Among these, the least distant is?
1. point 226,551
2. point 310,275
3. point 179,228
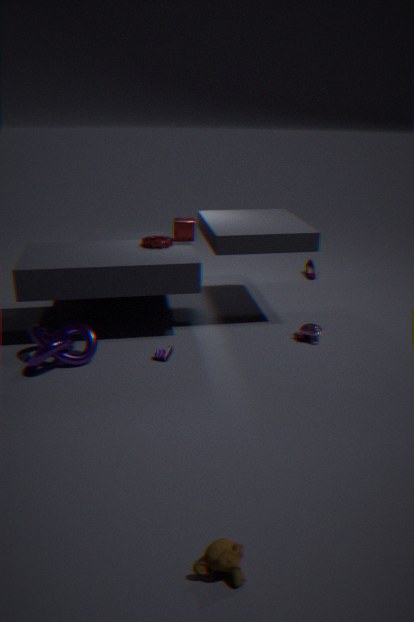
point 226,551
